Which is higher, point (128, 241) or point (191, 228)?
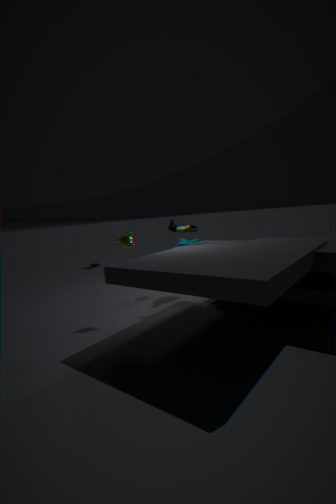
point (191, 228)
